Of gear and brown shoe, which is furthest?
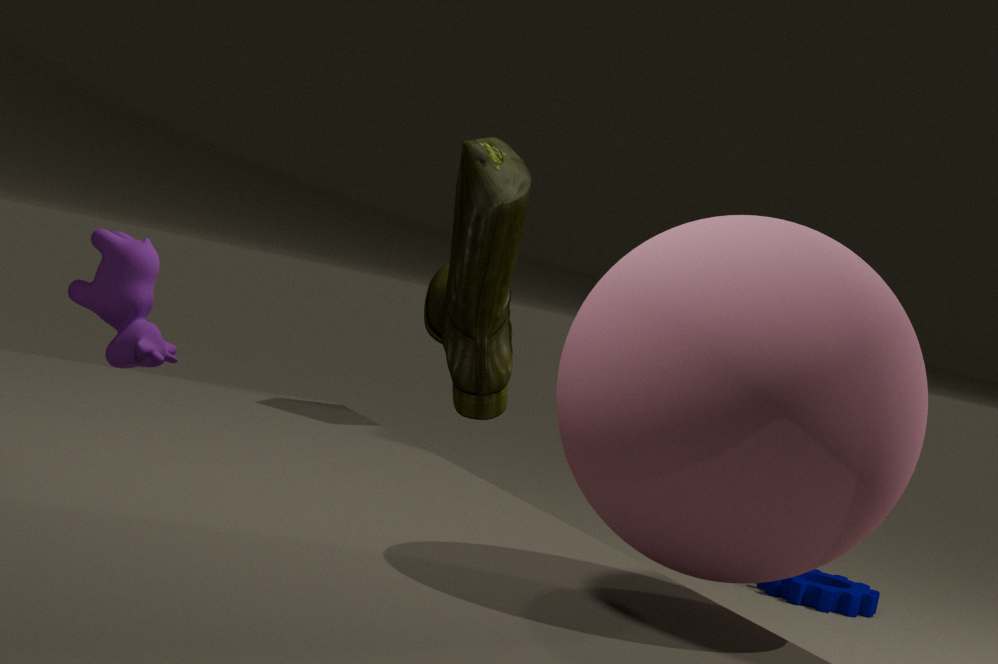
gear
